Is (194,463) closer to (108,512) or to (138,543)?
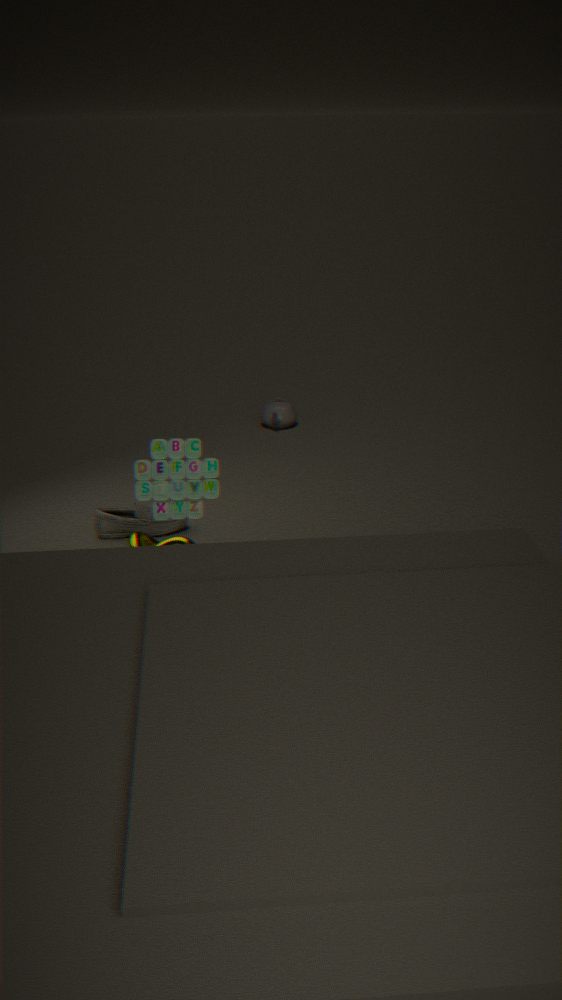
(138,543)
